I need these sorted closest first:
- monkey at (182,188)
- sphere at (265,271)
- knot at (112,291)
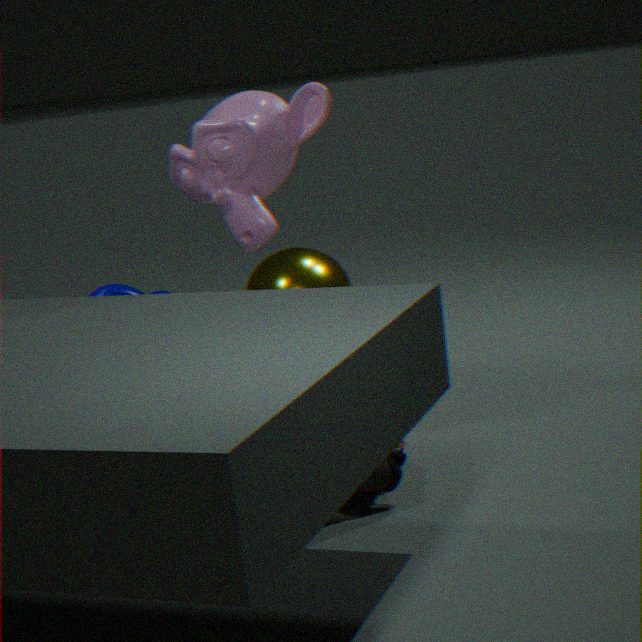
monkey at (182,188)
sphere at (265,271)
knot at (112,291)
